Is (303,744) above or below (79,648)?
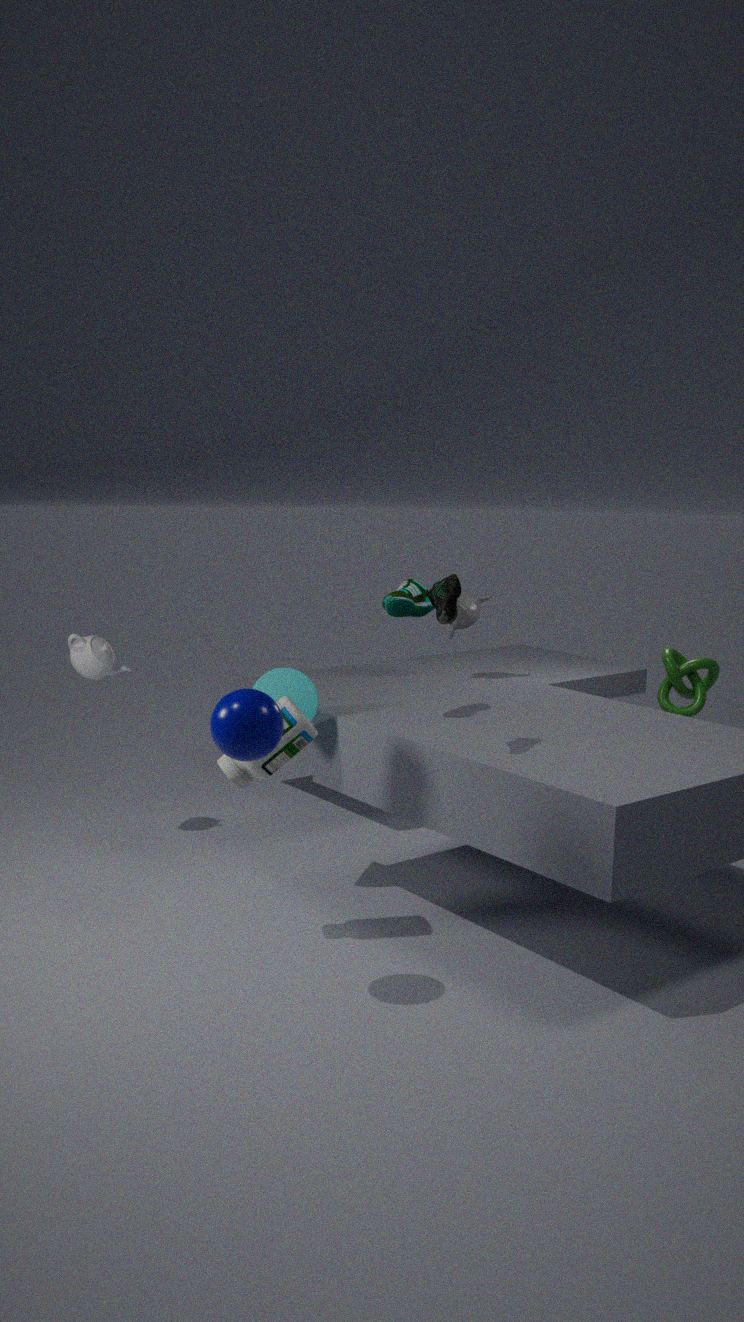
below
